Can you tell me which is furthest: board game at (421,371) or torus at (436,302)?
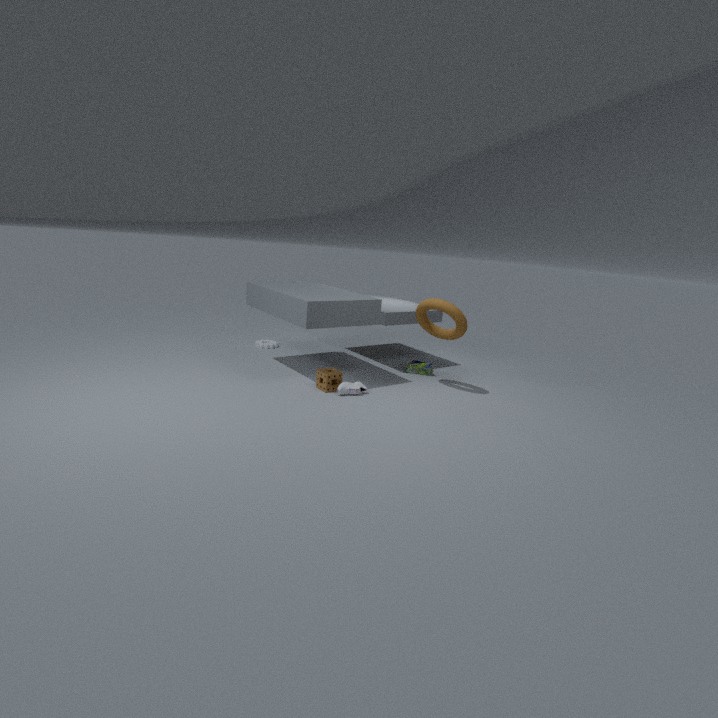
board game at (421,371)
